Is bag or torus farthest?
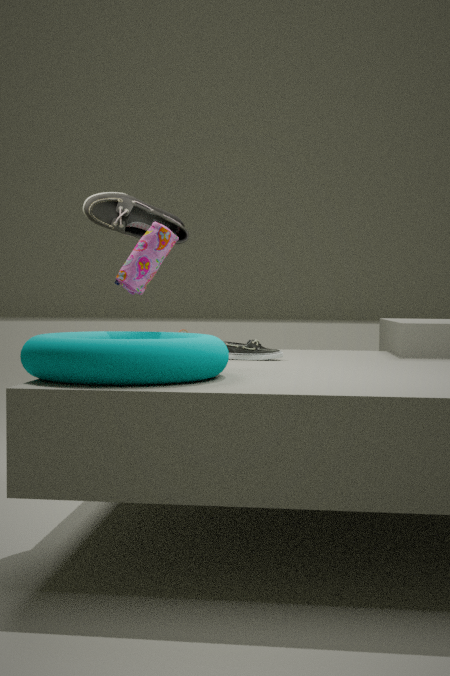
bag
